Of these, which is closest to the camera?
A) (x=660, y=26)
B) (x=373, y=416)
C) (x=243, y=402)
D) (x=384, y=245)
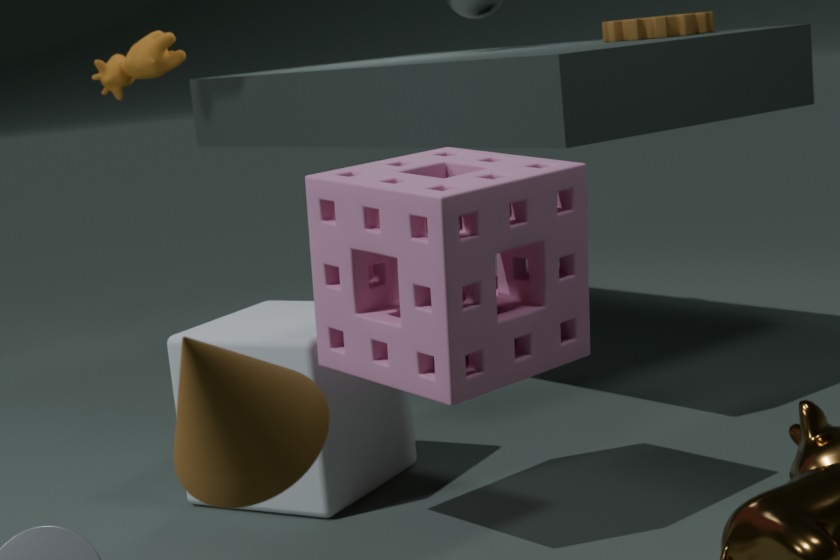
(x=243, y=402)
